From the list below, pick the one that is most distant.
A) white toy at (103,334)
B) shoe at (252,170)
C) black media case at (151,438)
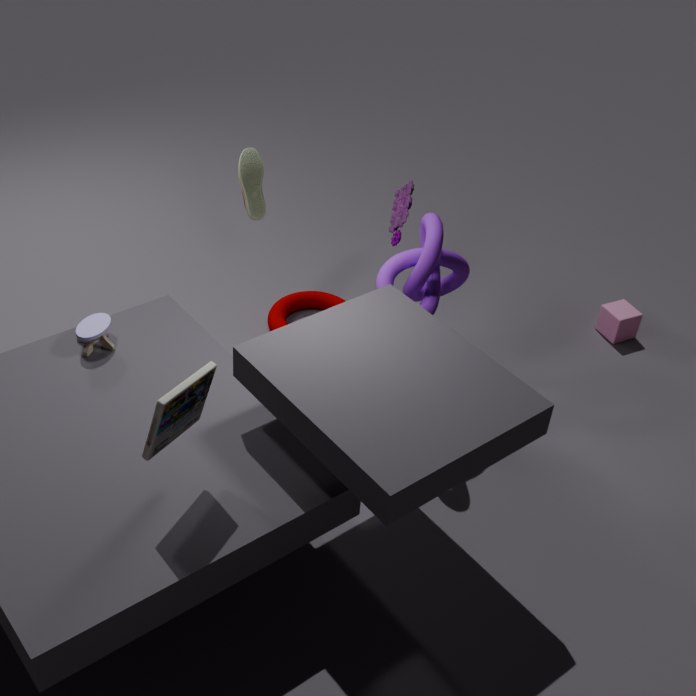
shoe at (252,170)
